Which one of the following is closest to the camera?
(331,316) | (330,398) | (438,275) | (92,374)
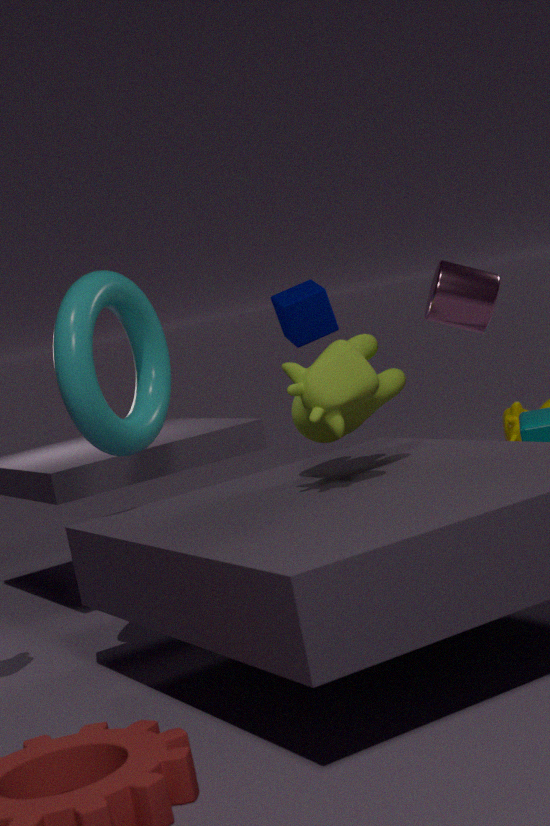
(330,398)
